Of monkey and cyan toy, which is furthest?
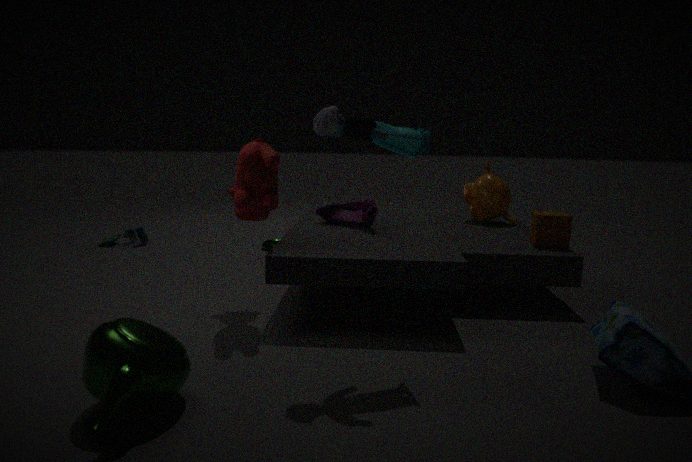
monkey
